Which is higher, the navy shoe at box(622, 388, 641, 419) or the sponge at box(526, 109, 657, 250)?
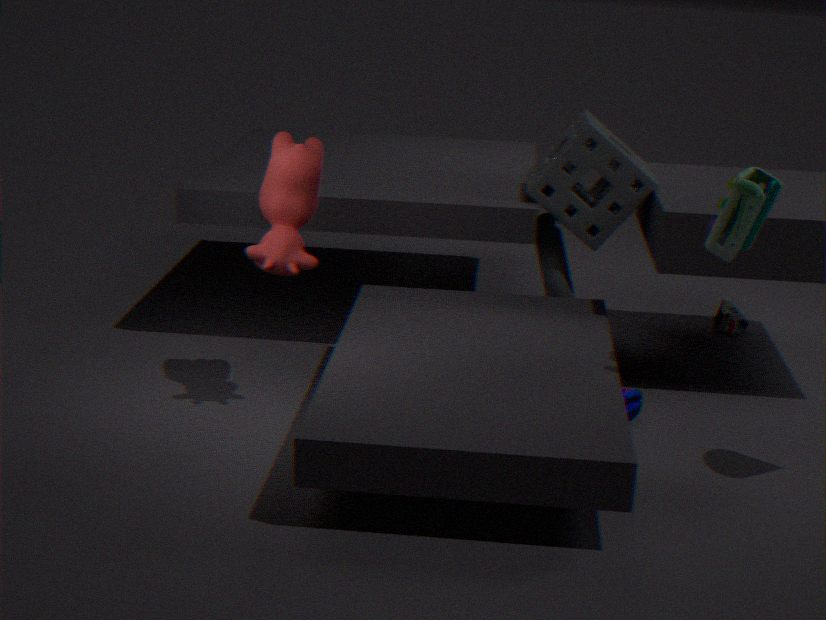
the sponge at box(526, 109, 657, 250)
